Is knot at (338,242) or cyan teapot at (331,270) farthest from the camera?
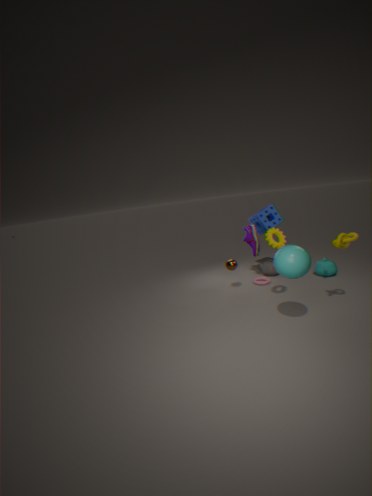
cyan teapot at (331,270)
